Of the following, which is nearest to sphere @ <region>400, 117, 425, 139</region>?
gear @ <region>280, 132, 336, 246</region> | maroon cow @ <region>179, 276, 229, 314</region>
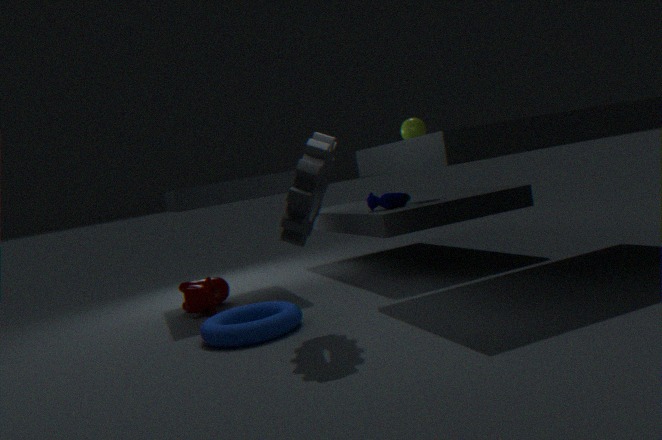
gear @ <region>280, 132, 336, 246</region>
